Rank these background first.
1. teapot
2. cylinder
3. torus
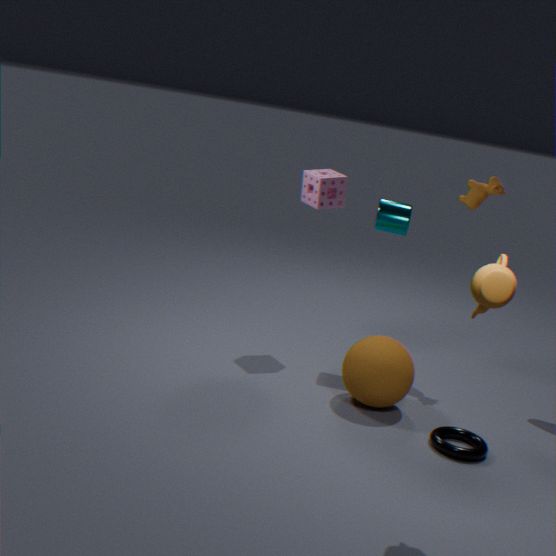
cylinder → torus → teapot
